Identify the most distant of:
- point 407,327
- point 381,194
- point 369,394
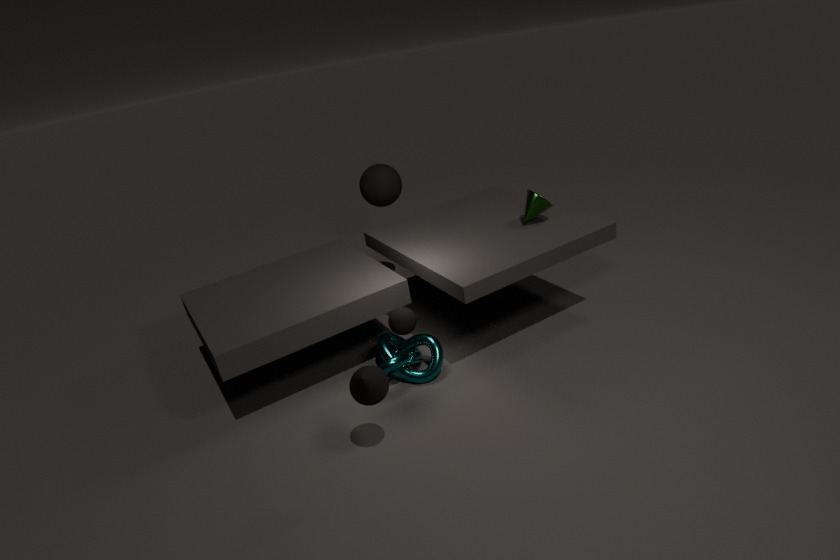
point 381,194
